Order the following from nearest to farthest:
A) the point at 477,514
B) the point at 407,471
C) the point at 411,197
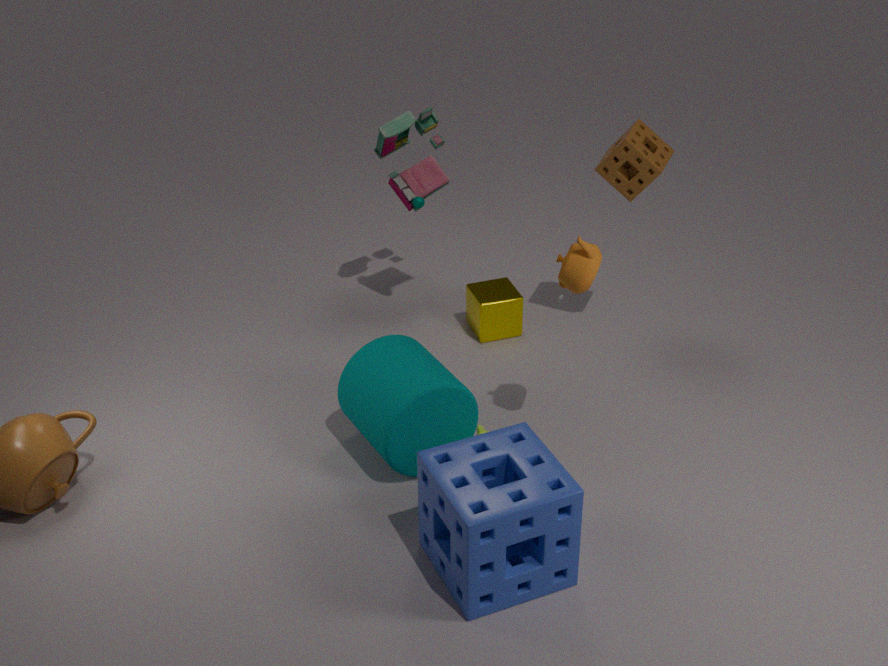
the point at 477,514, the point at 407,471, the point at 411,197
